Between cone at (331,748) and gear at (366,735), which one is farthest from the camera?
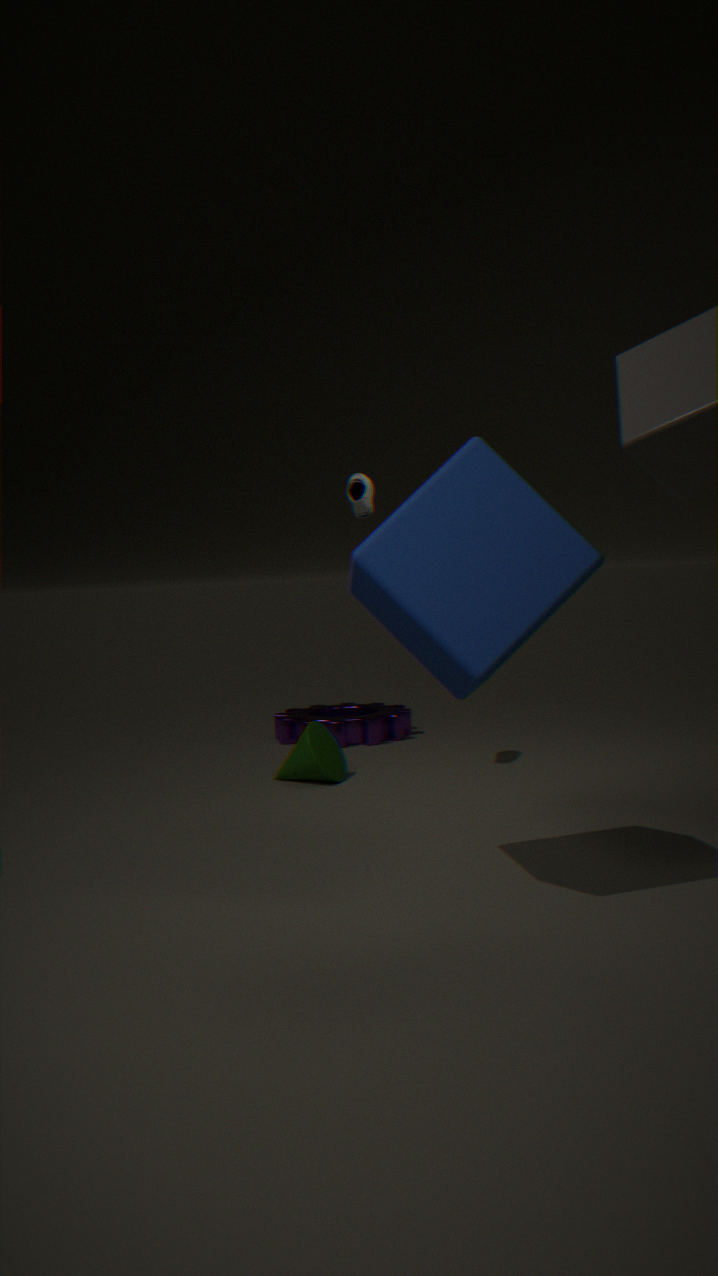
gear at (366,735)
